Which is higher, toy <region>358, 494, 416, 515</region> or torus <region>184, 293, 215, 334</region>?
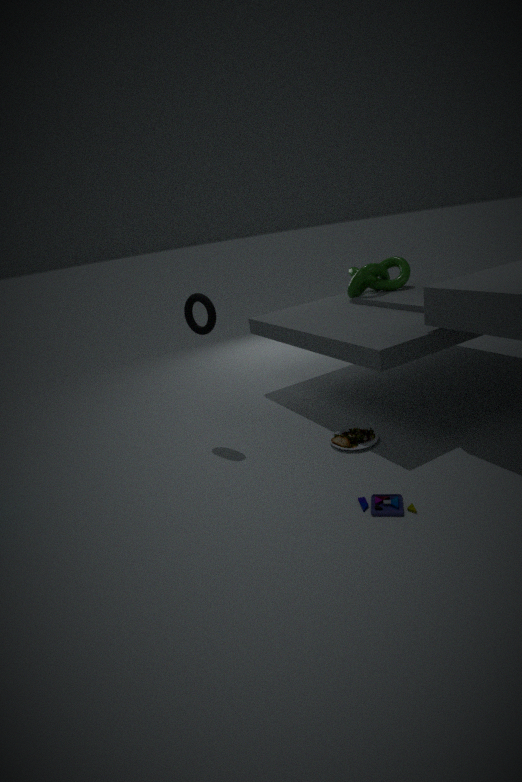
torus <region>184, 293, 215, 334</region>
